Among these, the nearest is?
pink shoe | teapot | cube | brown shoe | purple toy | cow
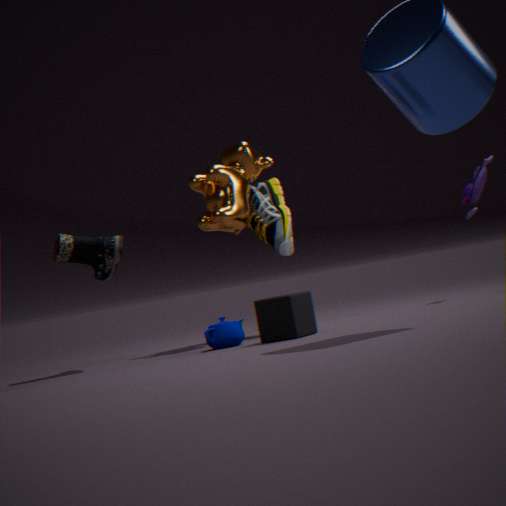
cube
